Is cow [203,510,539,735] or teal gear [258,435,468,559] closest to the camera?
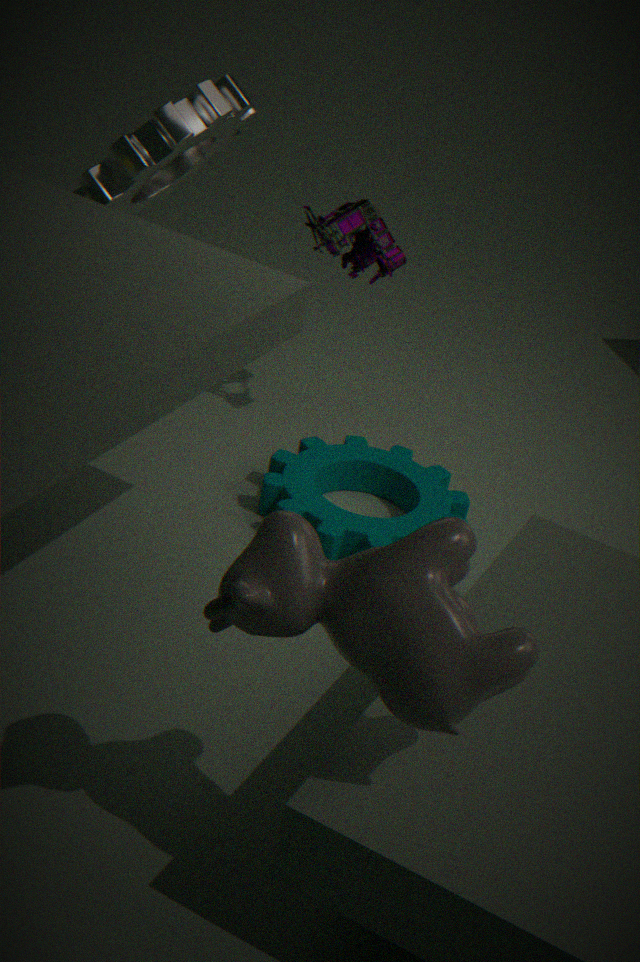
cow [203,510,539,735]
